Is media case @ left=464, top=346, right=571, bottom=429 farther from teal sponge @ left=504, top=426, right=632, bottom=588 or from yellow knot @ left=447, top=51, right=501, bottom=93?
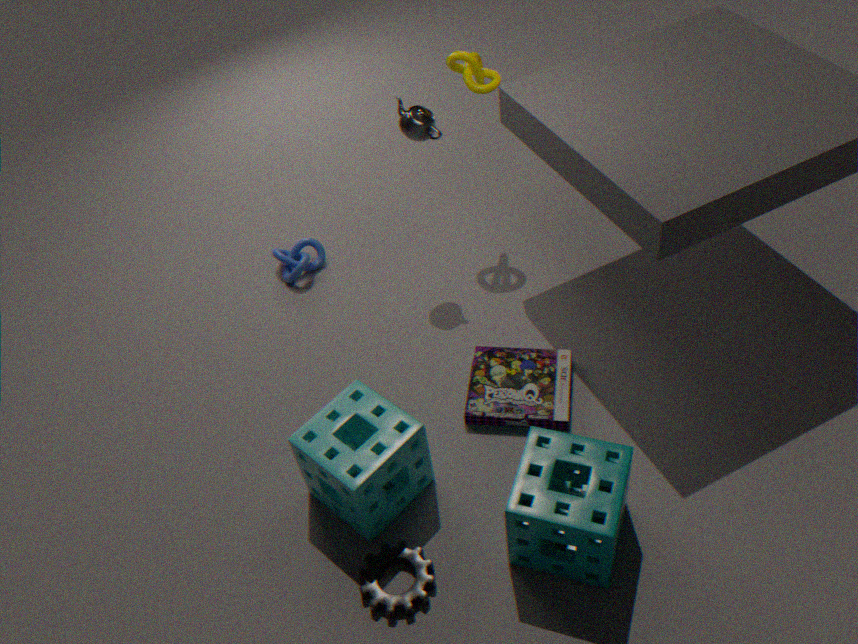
yellow knot @ left=447, top=51, right=501, bottom=93
